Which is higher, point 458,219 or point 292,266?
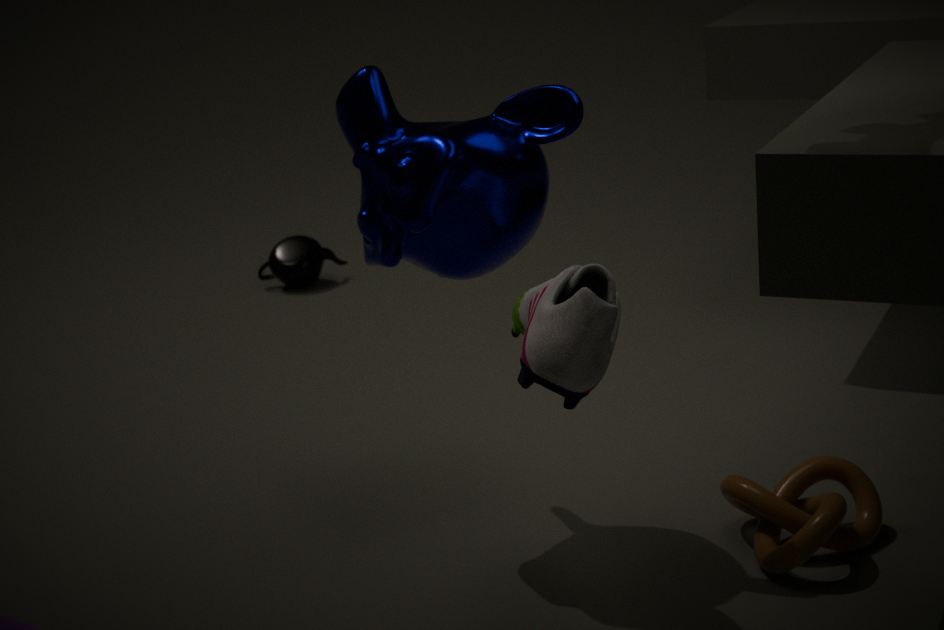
point 458,219
